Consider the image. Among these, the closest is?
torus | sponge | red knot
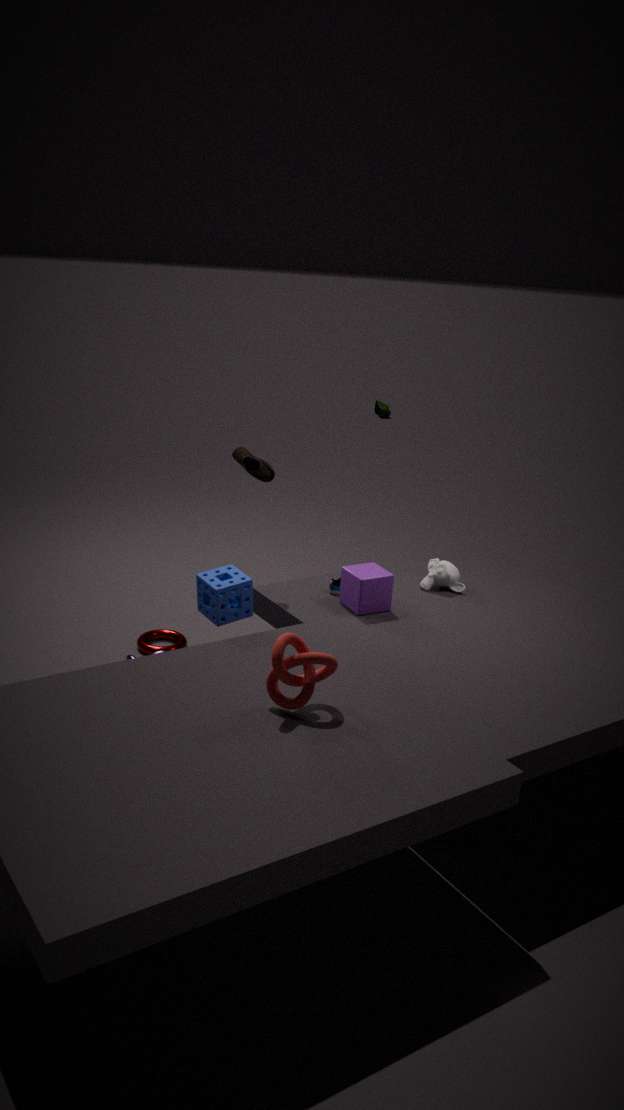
red knot
